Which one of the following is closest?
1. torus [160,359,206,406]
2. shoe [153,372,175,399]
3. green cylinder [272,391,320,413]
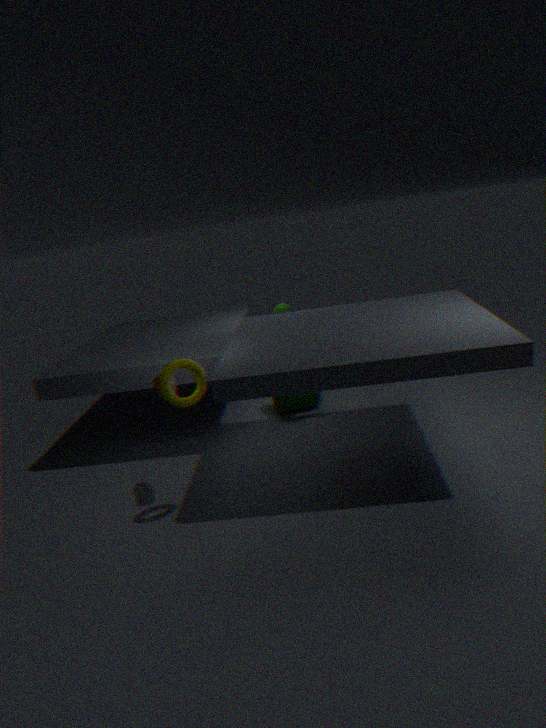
torus [160,359,206,406]
